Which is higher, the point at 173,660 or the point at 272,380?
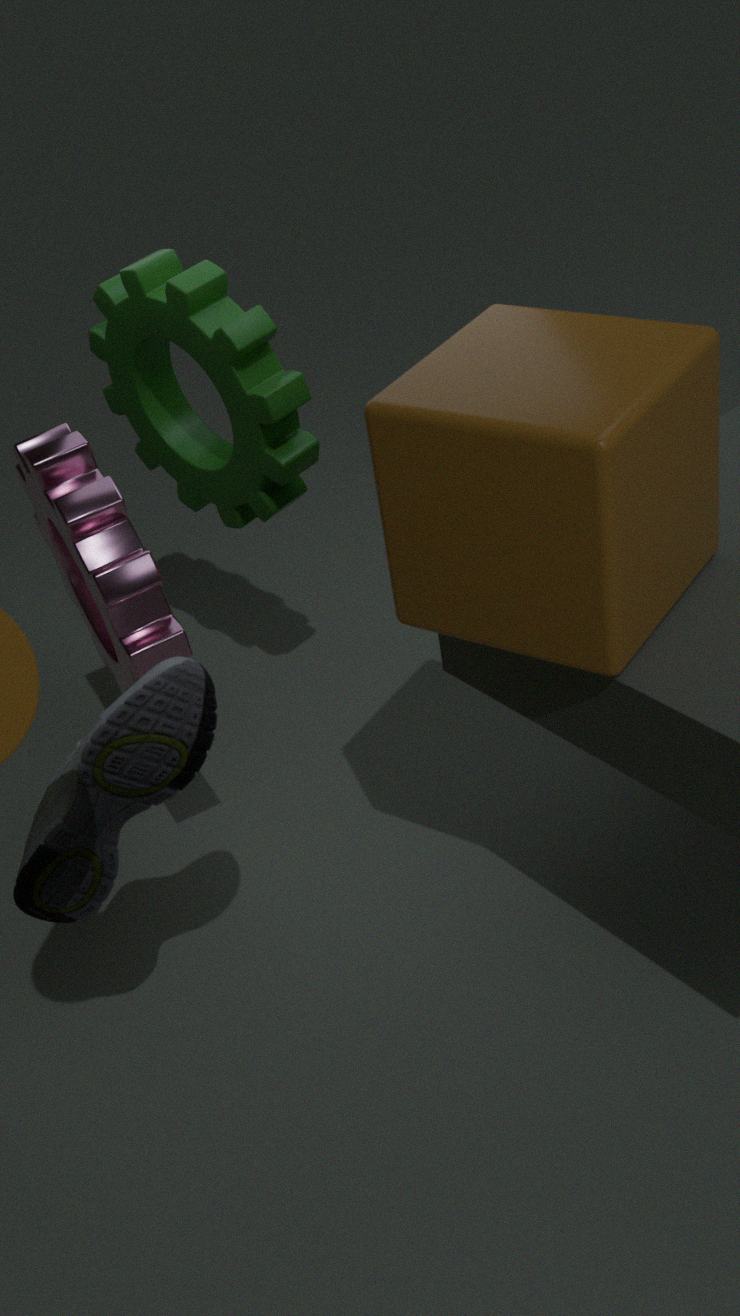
the point at 272,380
